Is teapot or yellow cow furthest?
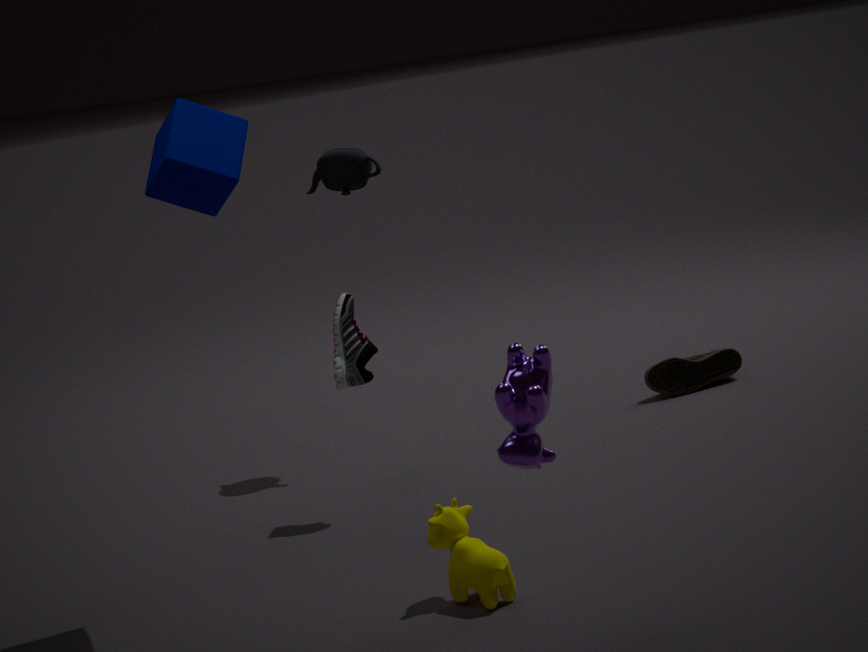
teapot
